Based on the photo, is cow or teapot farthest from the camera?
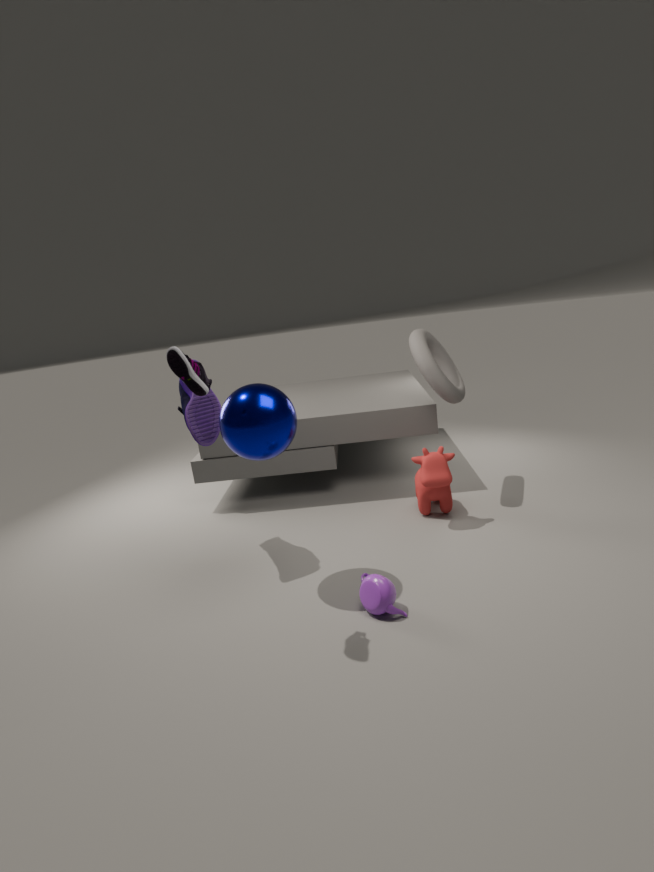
cow
